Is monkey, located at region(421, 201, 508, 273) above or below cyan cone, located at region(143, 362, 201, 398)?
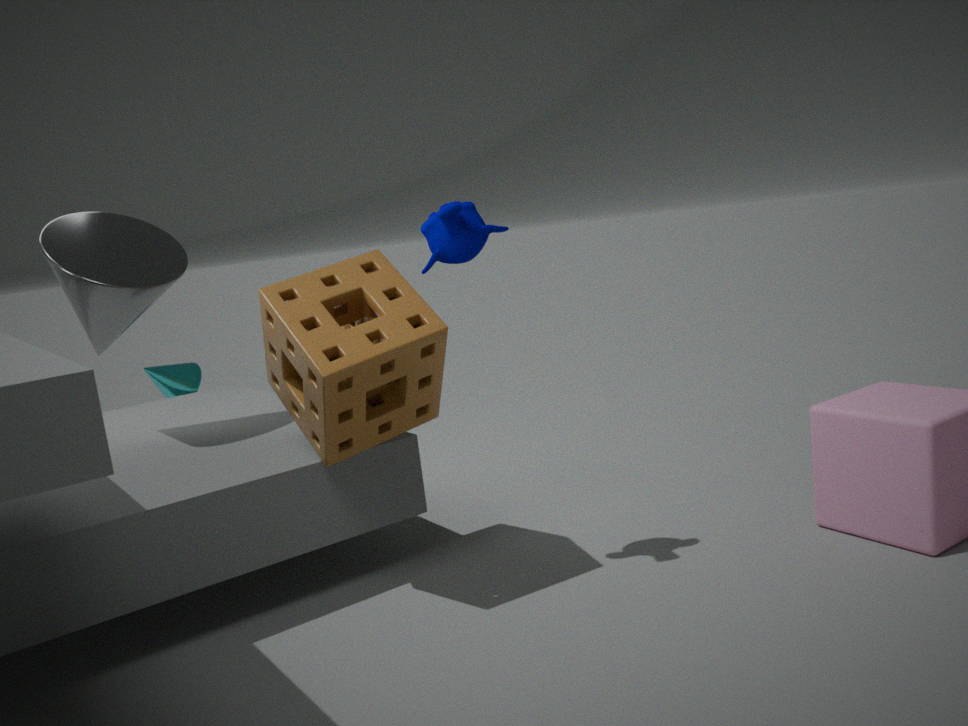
above
